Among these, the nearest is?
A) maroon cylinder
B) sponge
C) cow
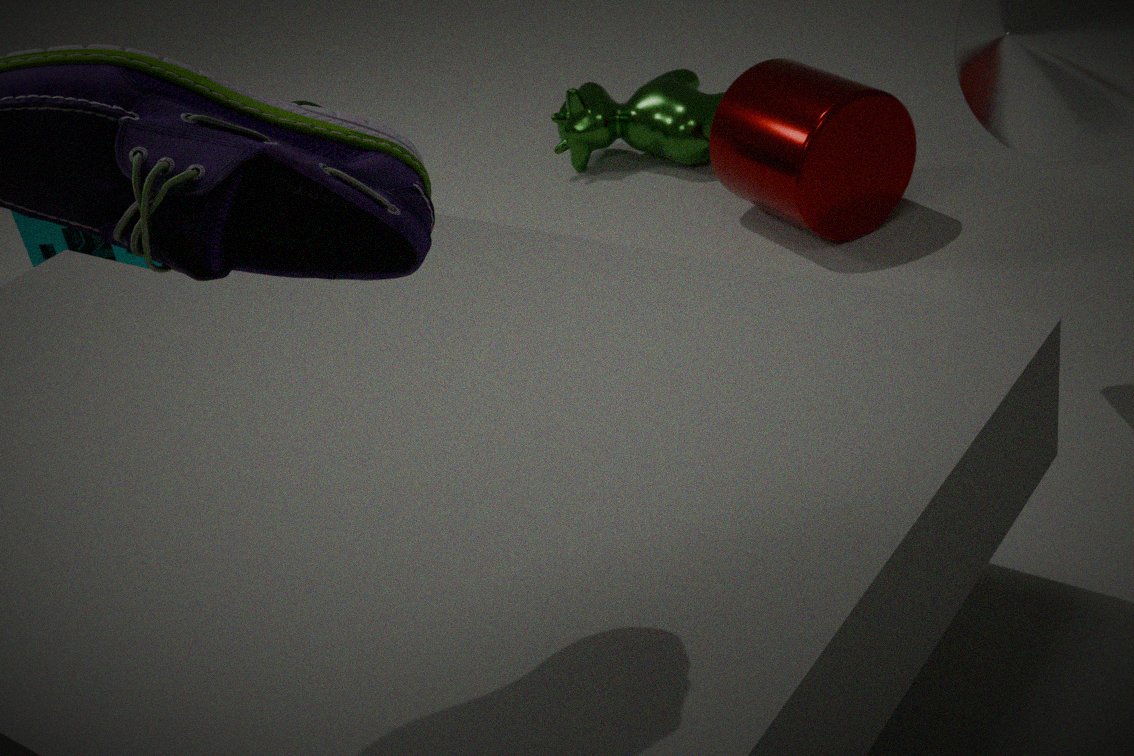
maroon cylinder
